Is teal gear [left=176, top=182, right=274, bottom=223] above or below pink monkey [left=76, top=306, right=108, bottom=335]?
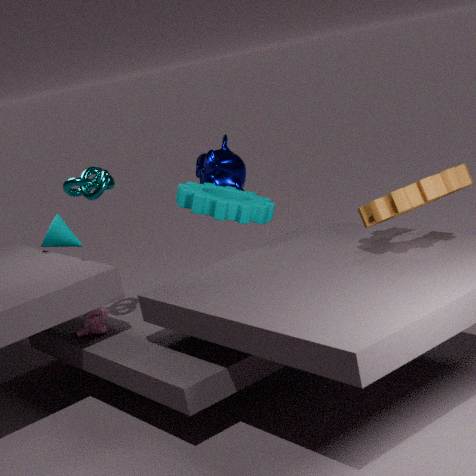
above
